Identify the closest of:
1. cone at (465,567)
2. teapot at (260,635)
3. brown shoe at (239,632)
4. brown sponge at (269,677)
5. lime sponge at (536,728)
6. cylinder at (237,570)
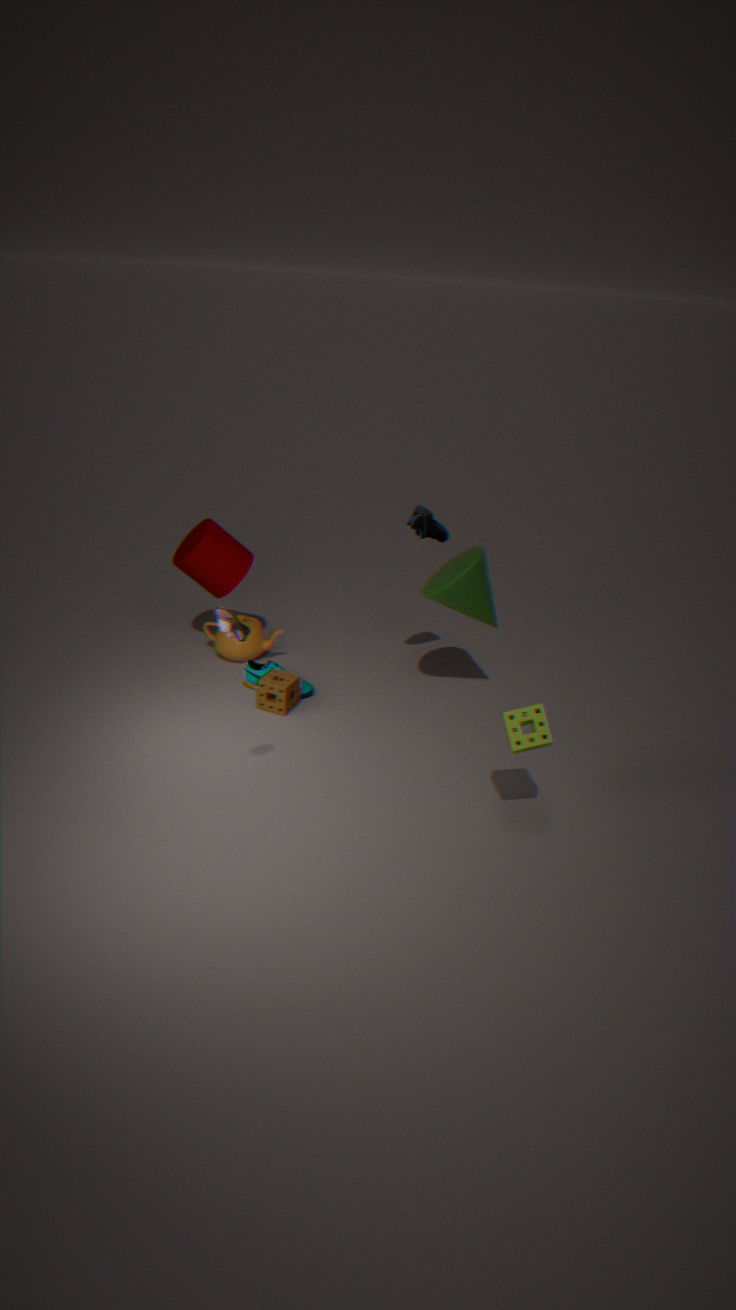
brown shoe at (239,632)
